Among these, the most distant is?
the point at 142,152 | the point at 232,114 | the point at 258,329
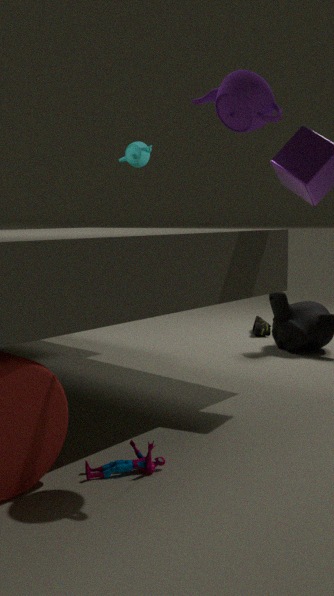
the point at 142,152
